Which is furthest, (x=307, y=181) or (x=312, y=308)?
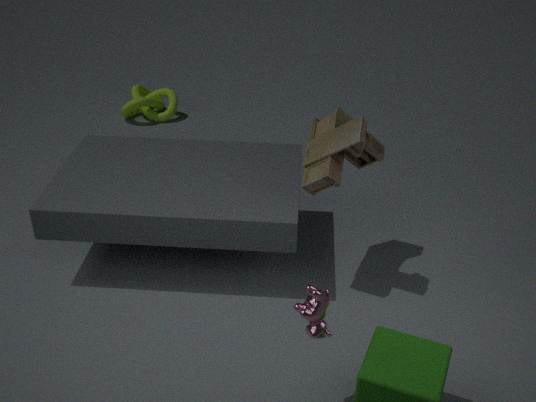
(x=307, y=181)
